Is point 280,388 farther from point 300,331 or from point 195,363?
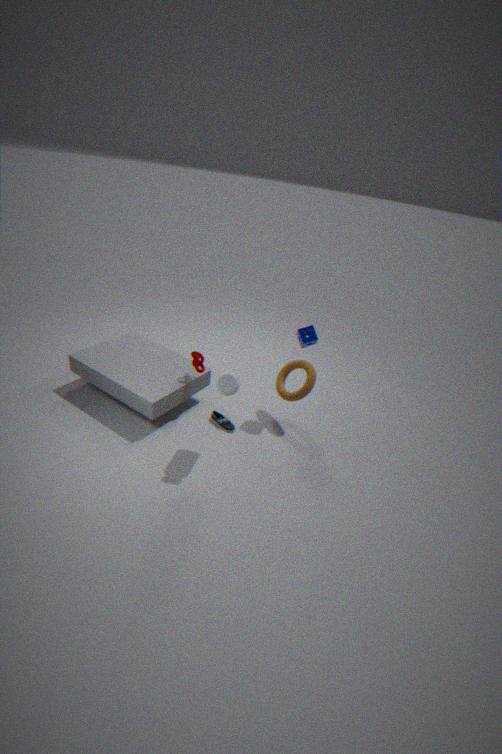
point 195,363
